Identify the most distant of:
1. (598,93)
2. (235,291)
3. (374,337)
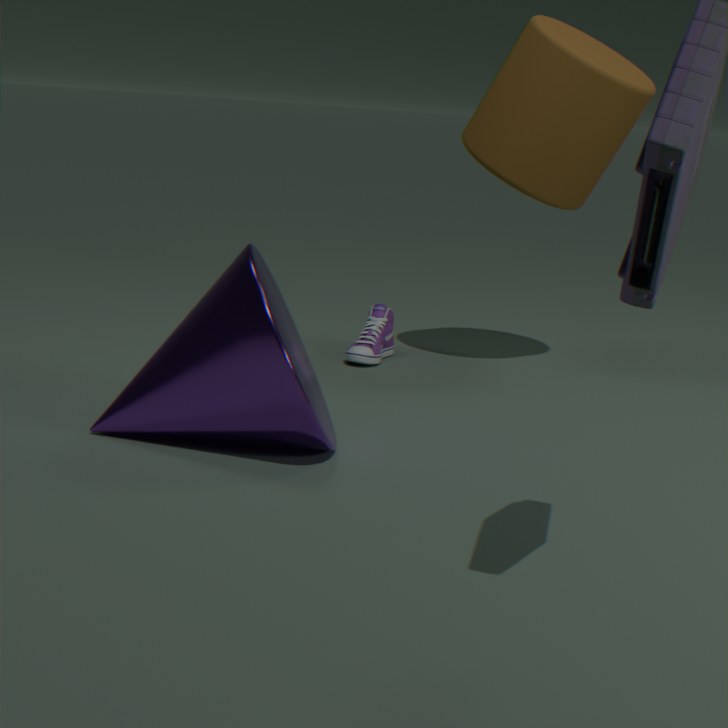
(374,337)
